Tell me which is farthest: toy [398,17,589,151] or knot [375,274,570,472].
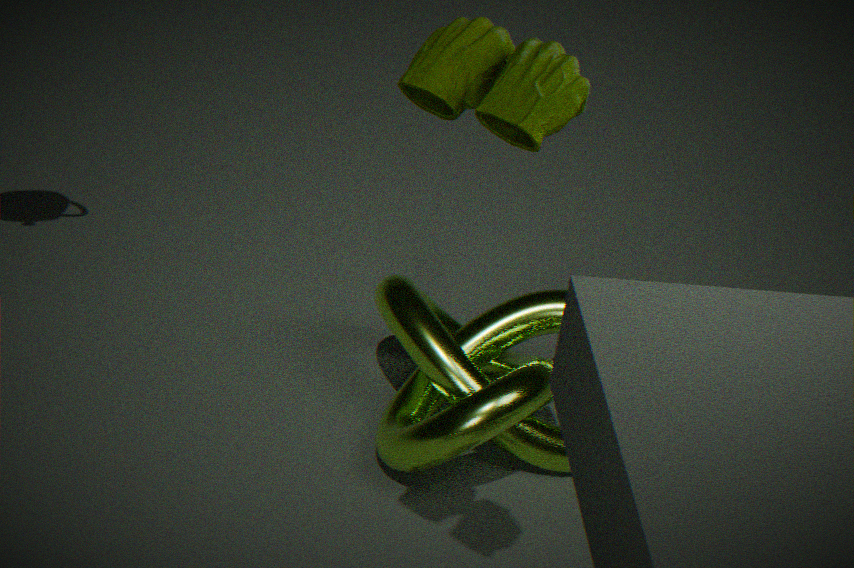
knot [375,274,570,472]
